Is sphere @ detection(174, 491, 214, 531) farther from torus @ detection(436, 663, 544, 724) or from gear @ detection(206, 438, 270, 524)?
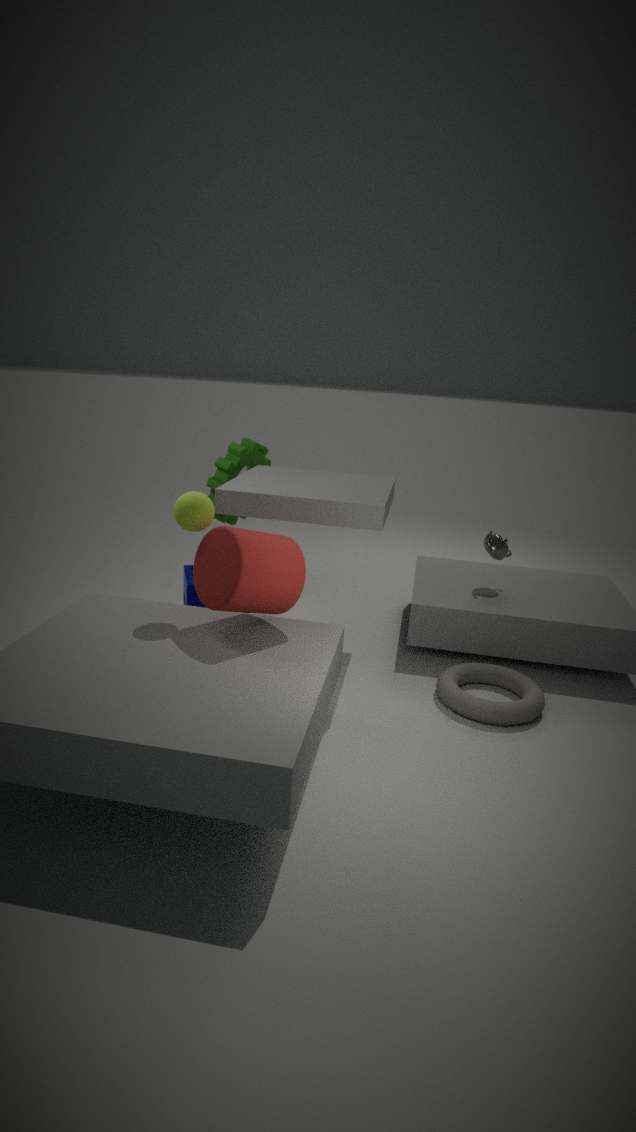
torus @ detection(436, 663, 544, 724)
